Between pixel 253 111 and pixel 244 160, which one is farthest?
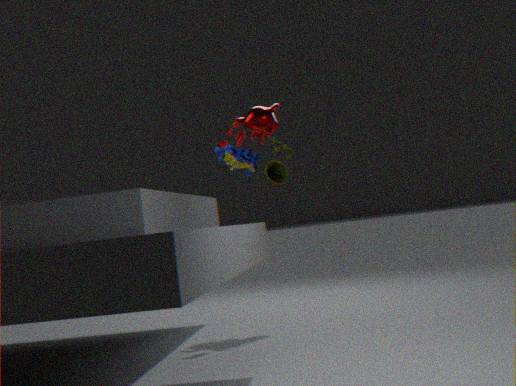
pixel 253 111
